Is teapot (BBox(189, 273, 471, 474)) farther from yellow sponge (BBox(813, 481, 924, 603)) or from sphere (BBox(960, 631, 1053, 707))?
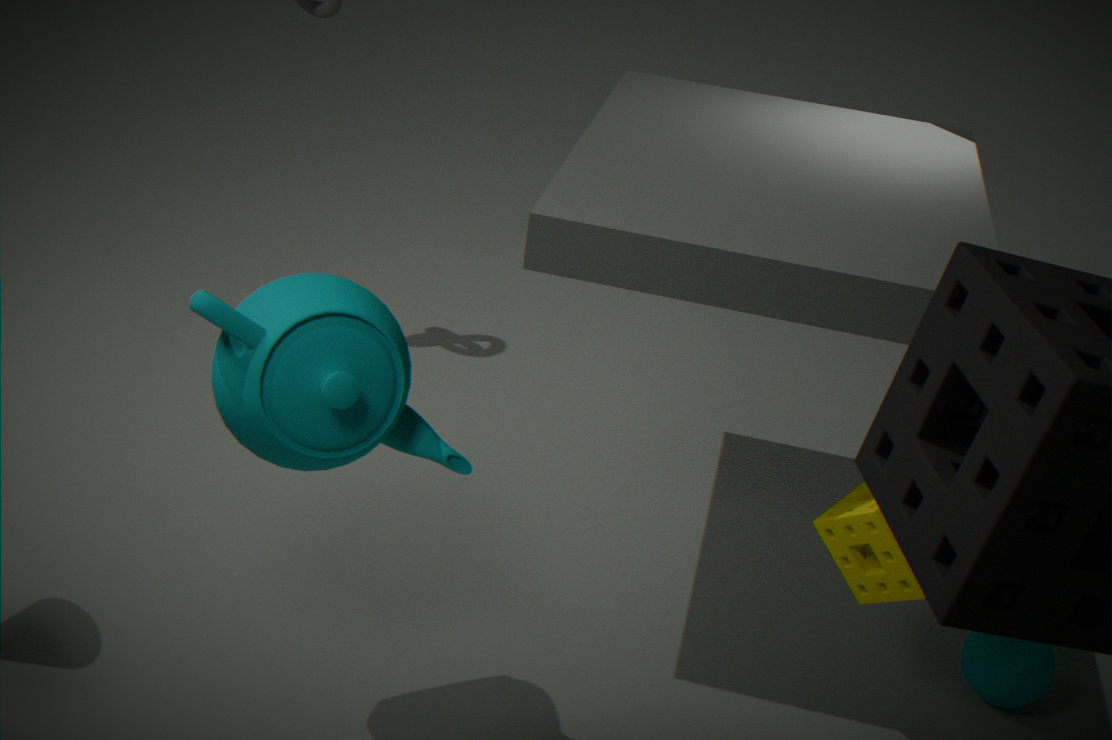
sphere (BBox(960, 631, 1053, 707))
